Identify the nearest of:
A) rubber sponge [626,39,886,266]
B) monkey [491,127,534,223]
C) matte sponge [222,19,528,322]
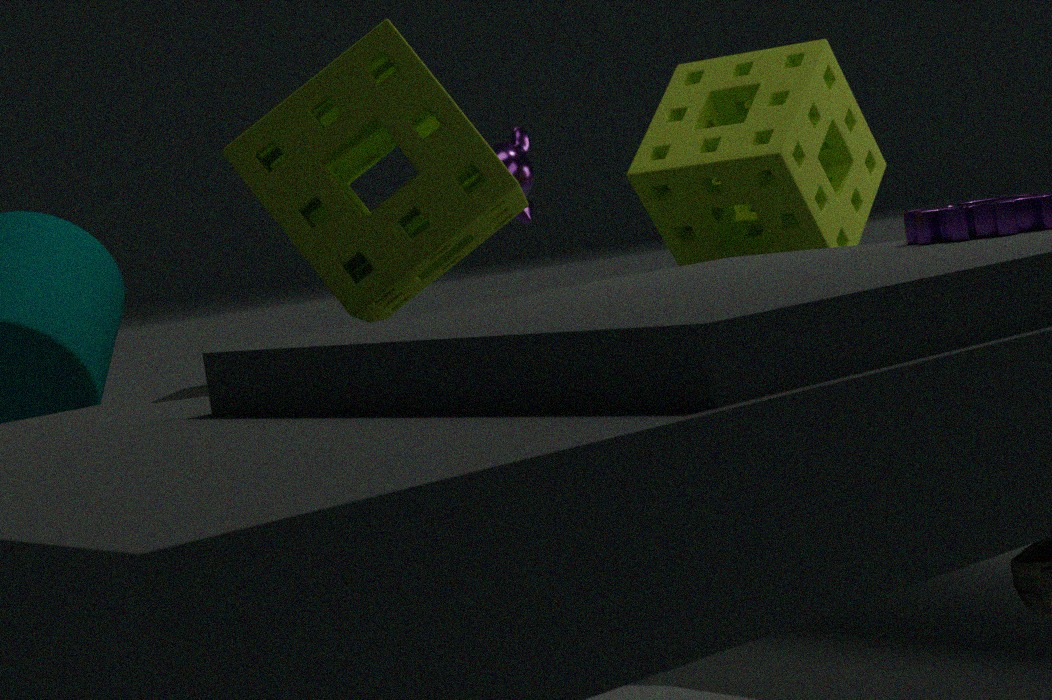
matte sponge [222,19,528,322]
